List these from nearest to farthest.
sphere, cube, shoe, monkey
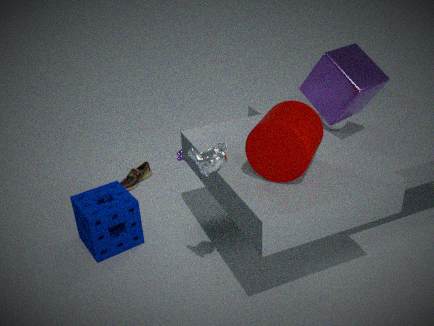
monkey → cube → sphere → shoe
